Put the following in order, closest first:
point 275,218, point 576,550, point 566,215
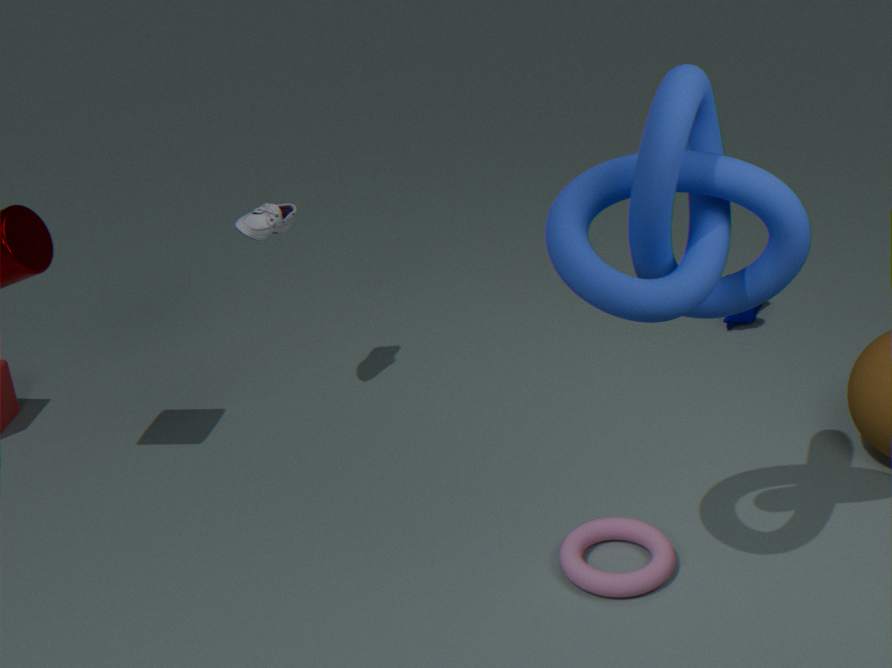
point 566,215
point 576,550
point 275,218
